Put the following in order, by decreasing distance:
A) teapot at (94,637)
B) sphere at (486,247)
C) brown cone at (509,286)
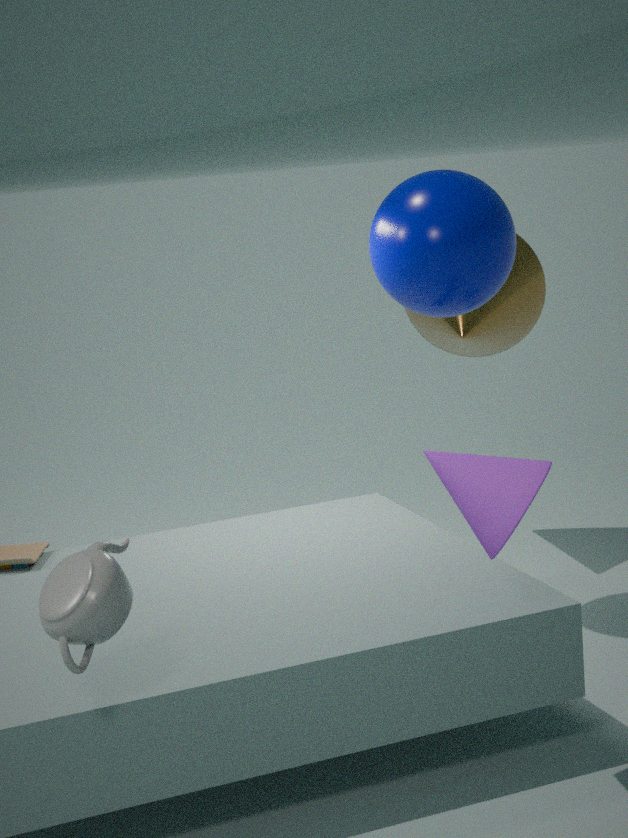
brown cone at (509,286)
sphere at (486,247)
teapot at (94,637)
